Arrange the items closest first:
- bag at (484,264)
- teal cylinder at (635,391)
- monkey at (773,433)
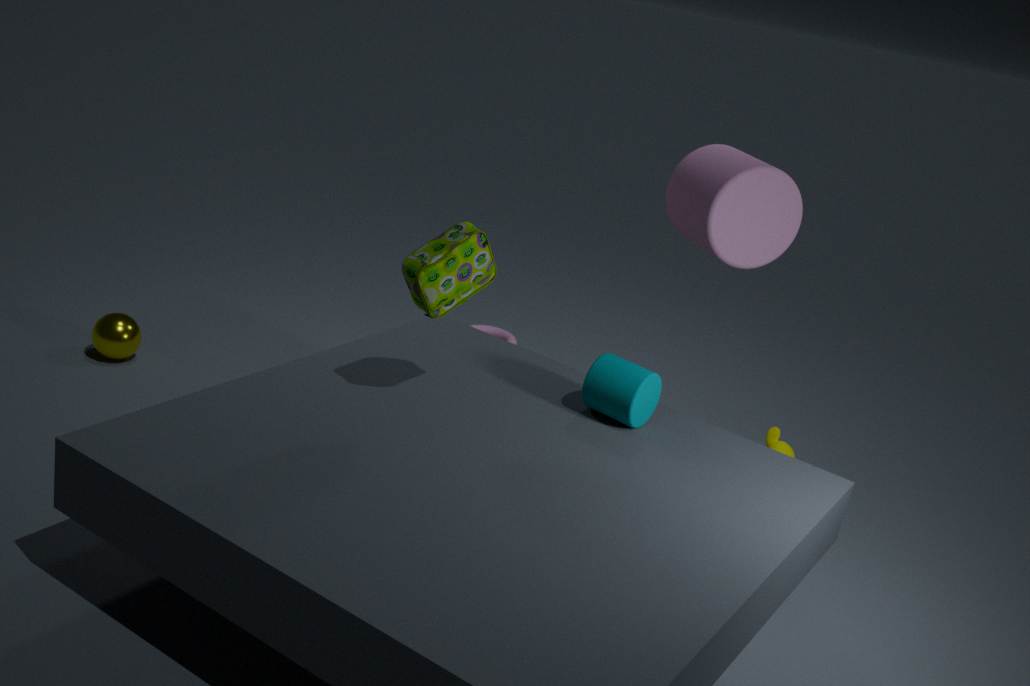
bag at (484,264) < teal cylinder at (635,391) < monkey at (773,433)
